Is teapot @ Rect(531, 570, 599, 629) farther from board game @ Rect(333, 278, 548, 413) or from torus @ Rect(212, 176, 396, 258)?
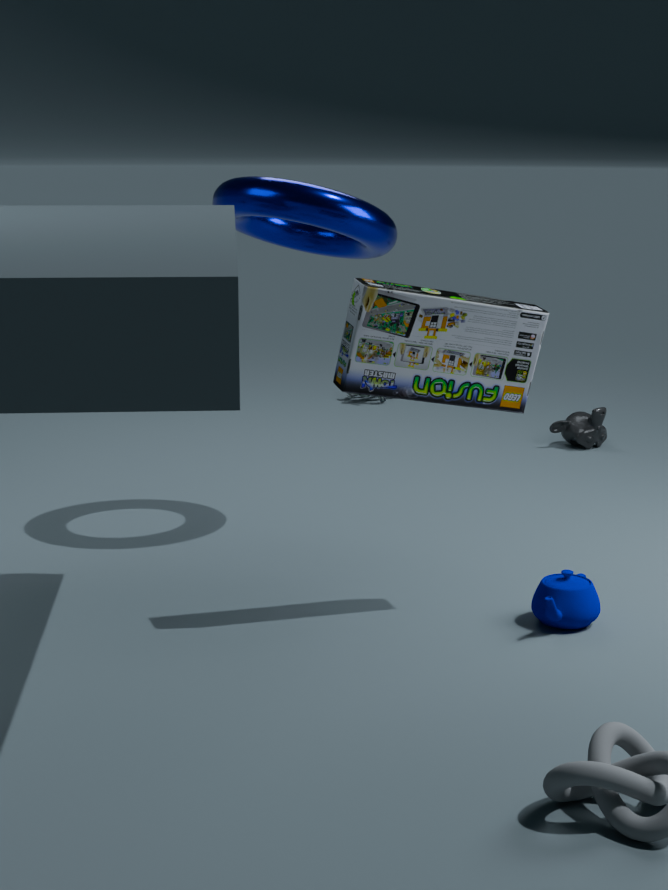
torus @ Rect(212, 176, 396, 258)
